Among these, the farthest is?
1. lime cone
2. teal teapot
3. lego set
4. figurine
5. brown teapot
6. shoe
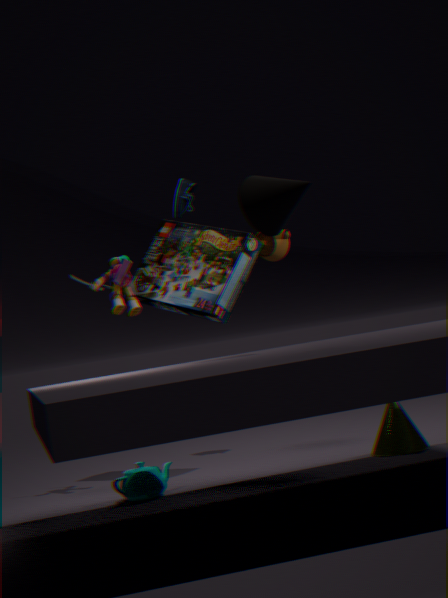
brown teapot
